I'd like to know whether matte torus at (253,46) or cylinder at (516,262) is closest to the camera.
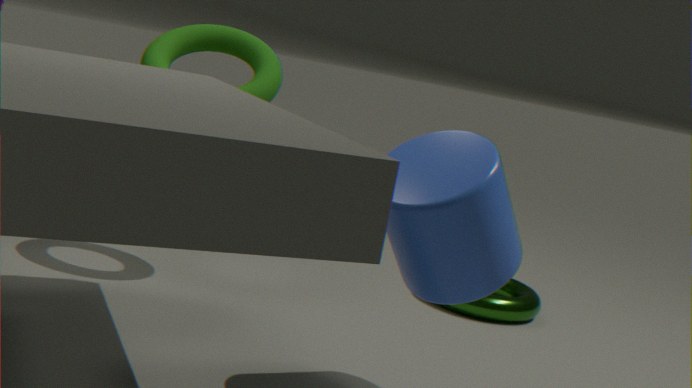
cylinder at (516,262)
